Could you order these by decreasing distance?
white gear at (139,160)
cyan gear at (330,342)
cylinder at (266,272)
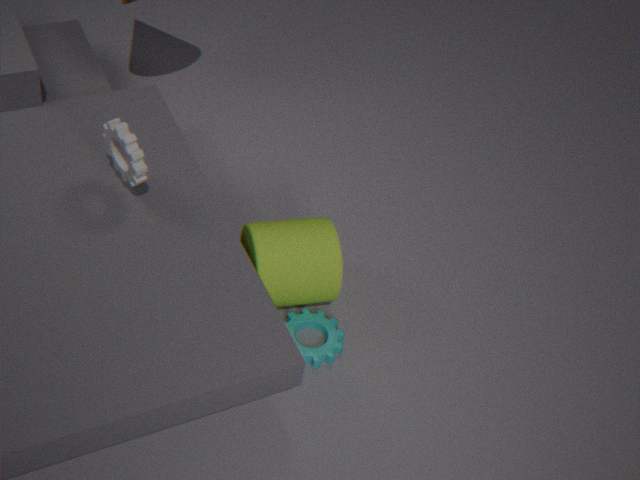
cyan gear at (330,342) < cylinder at (266,272) < white gear at (139,160)
